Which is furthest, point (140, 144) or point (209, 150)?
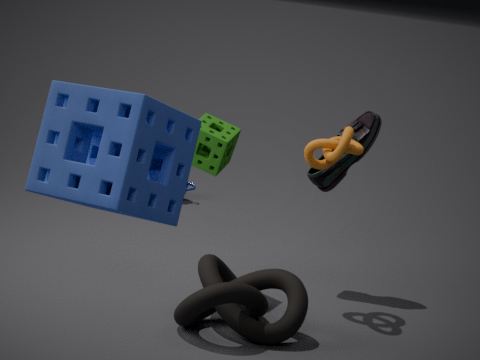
point (209, 150)
